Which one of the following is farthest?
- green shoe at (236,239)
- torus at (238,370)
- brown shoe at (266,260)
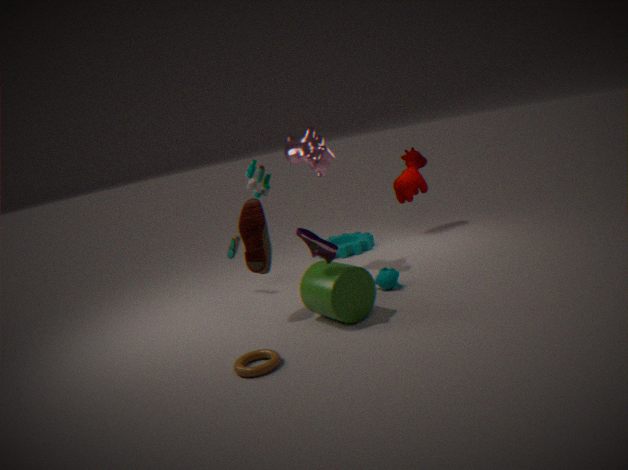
green shoe at (236,239)
